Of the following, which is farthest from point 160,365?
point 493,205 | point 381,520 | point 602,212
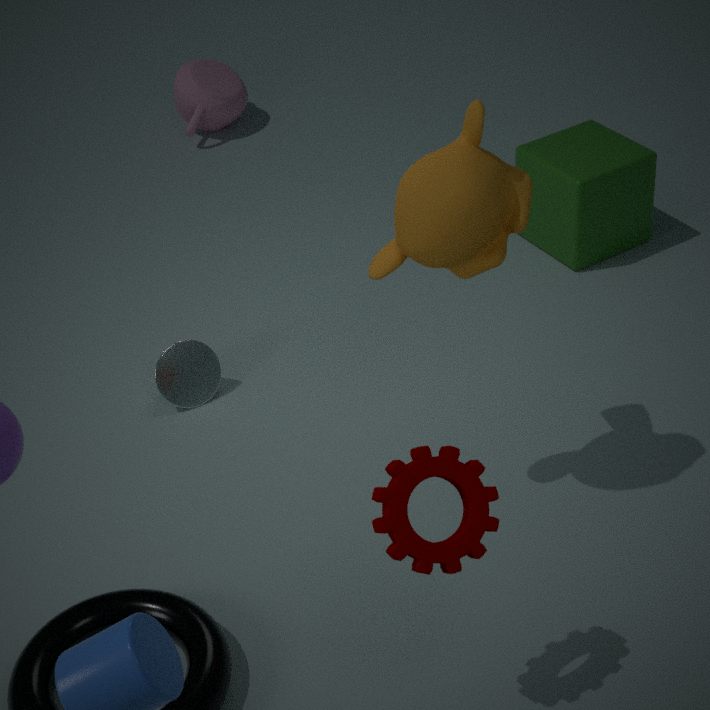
point 602,212
